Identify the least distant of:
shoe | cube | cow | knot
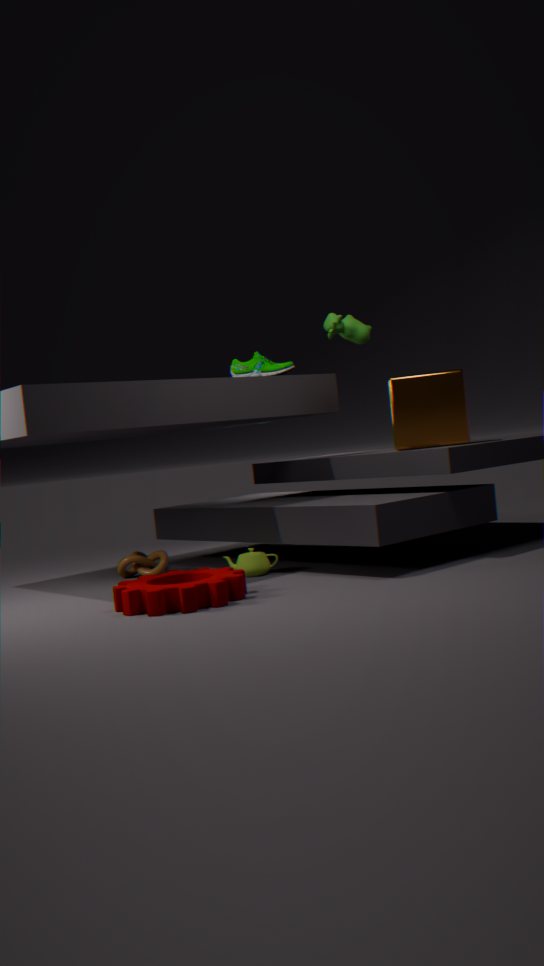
cow
